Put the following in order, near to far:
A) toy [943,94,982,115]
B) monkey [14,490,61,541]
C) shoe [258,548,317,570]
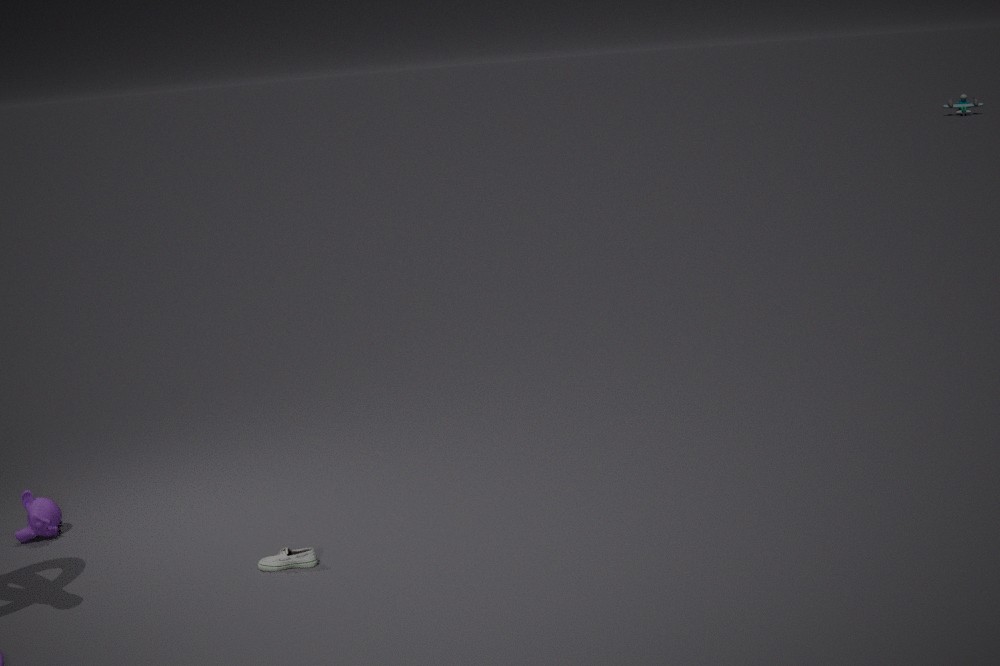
shoe [258,548,317,570]
monkey [14,490,61,541]
toy [943,94,982,115]
